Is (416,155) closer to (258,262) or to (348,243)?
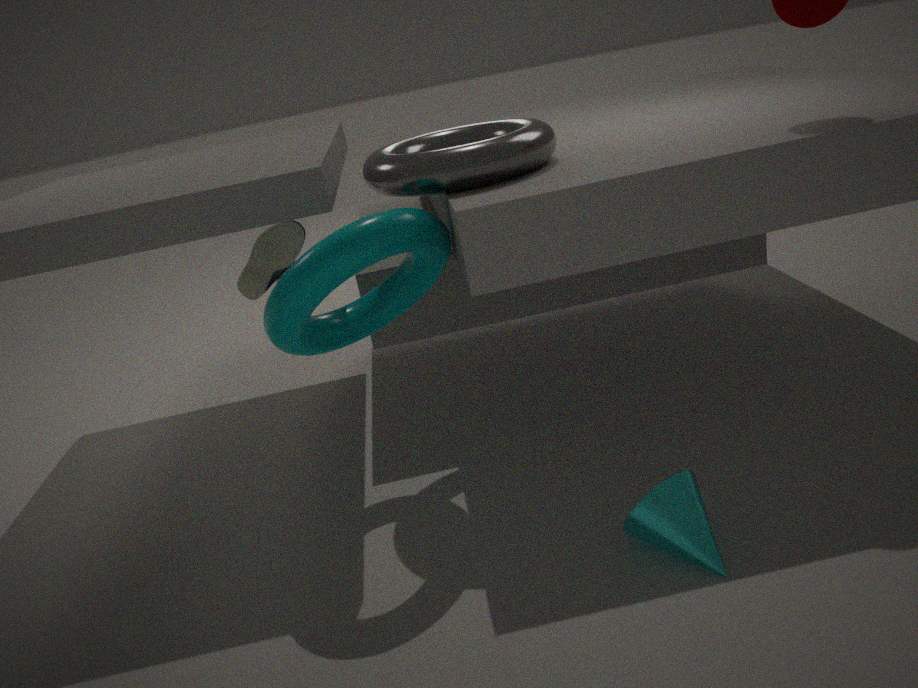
(348,243)
